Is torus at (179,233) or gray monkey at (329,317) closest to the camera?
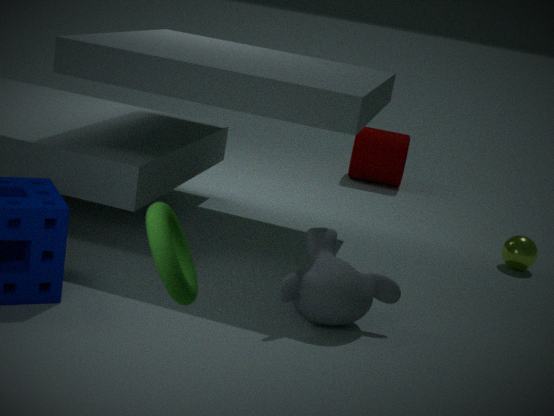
torus at (179,233)
